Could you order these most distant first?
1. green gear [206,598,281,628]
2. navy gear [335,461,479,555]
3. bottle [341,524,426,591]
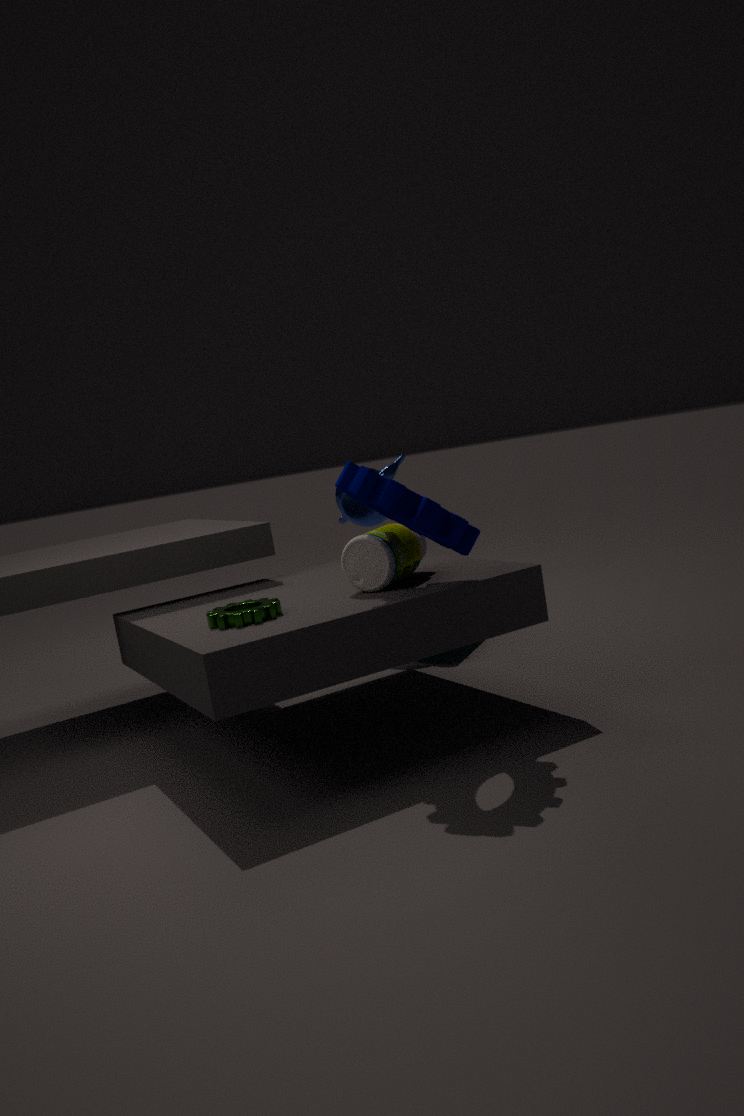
bottle [341,524,426,591], green gear [206,598,281,628], navy gear [335,461,479,555]
